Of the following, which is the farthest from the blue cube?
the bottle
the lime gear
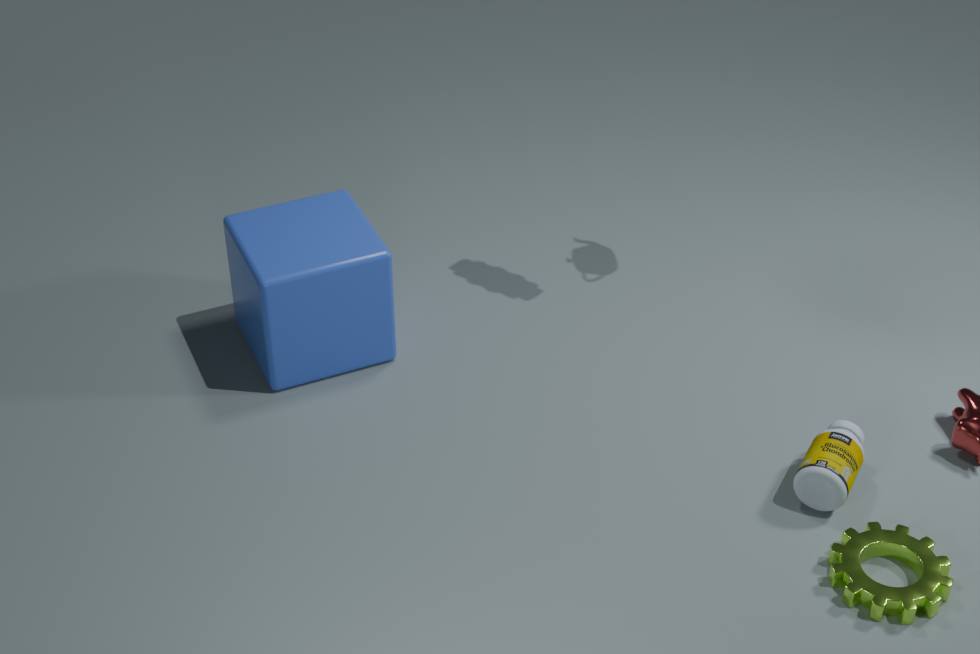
the lime gear
